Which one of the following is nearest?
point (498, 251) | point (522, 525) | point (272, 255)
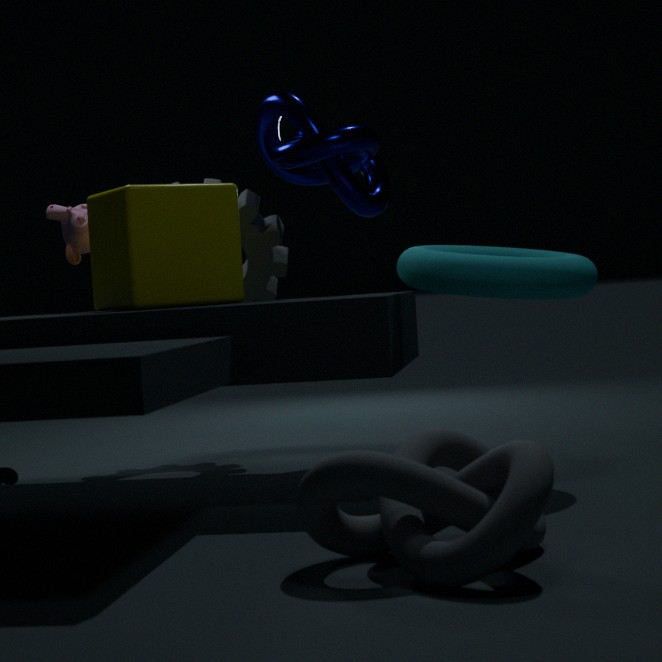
point (522, 525)
